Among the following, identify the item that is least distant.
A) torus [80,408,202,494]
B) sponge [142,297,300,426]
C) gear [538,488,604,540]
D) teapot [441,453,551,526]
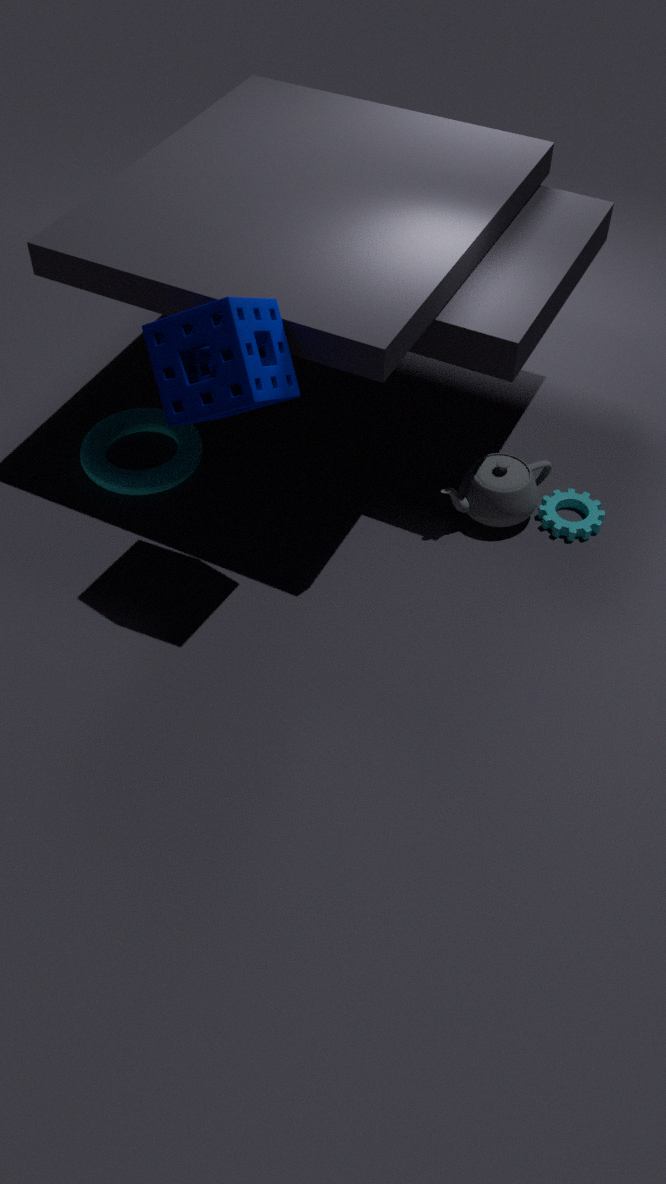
sponge [142,297,300,426]
